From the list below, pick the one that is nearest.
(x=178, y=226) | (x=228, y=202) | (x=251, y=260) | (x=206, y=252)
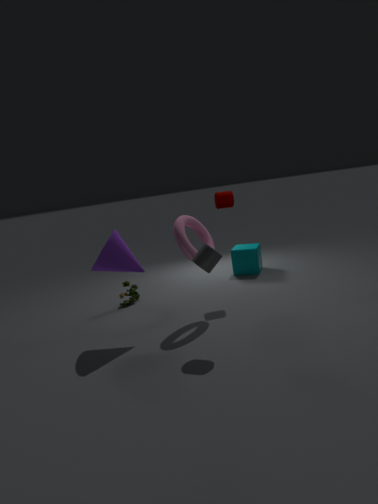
(x=206, y=252)
